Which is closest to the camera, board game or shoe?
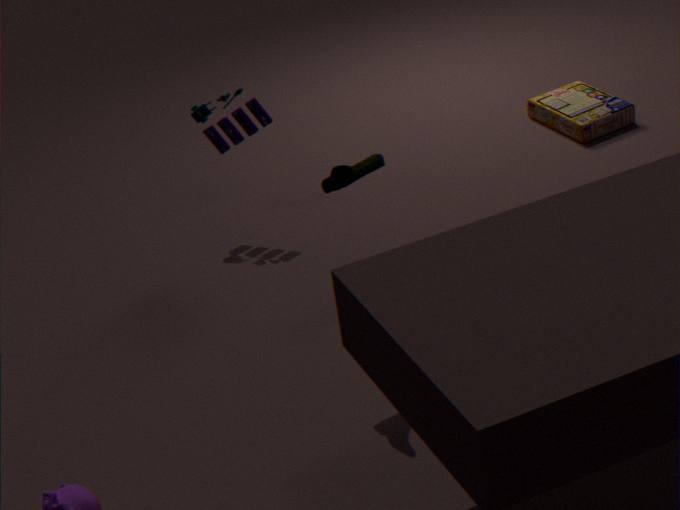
shoe
